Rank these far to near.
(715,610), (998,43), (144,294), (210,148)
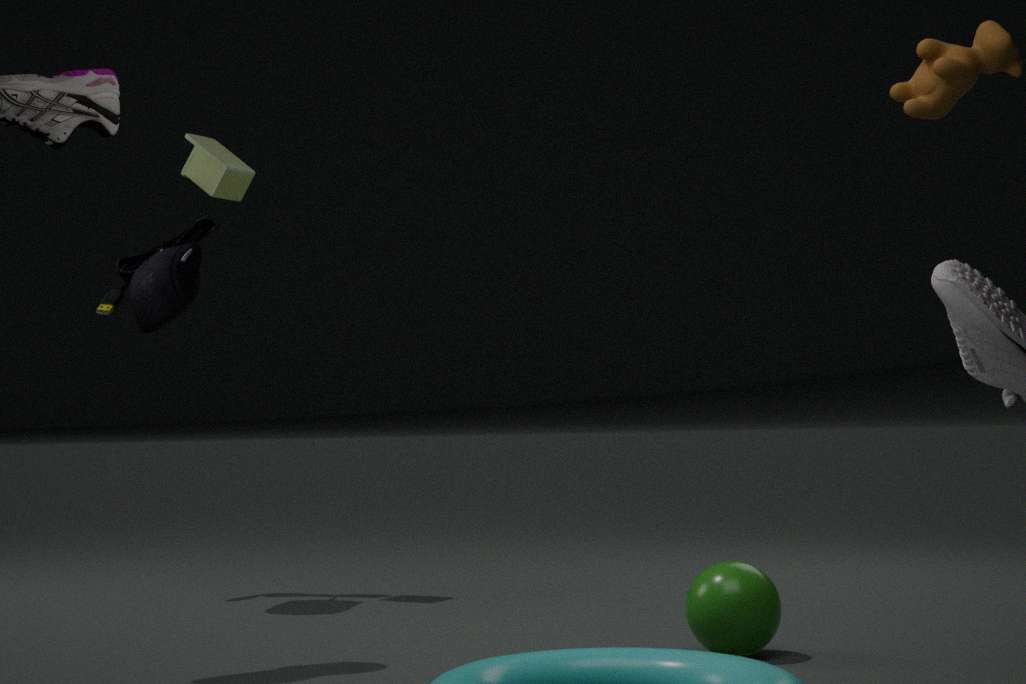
(210,148) → (144,294) → (998,43) → (715,610)
